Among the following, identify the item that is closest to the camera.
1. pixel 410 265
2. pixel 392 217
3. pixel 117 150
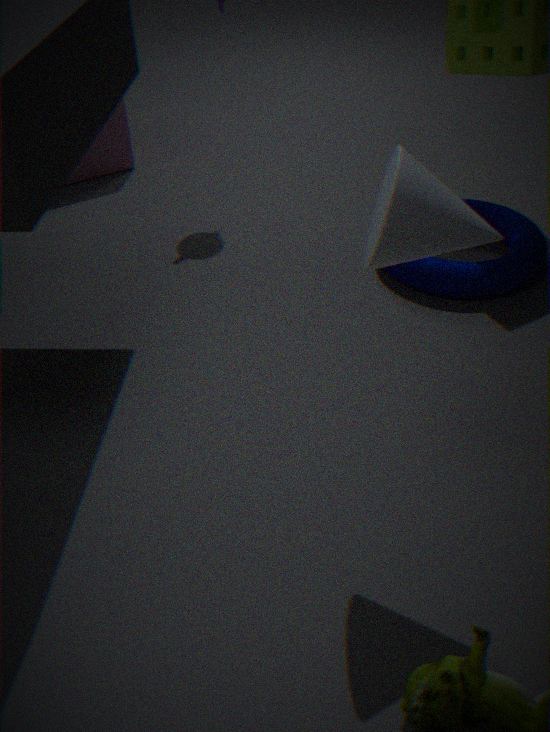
pixel 392 217
